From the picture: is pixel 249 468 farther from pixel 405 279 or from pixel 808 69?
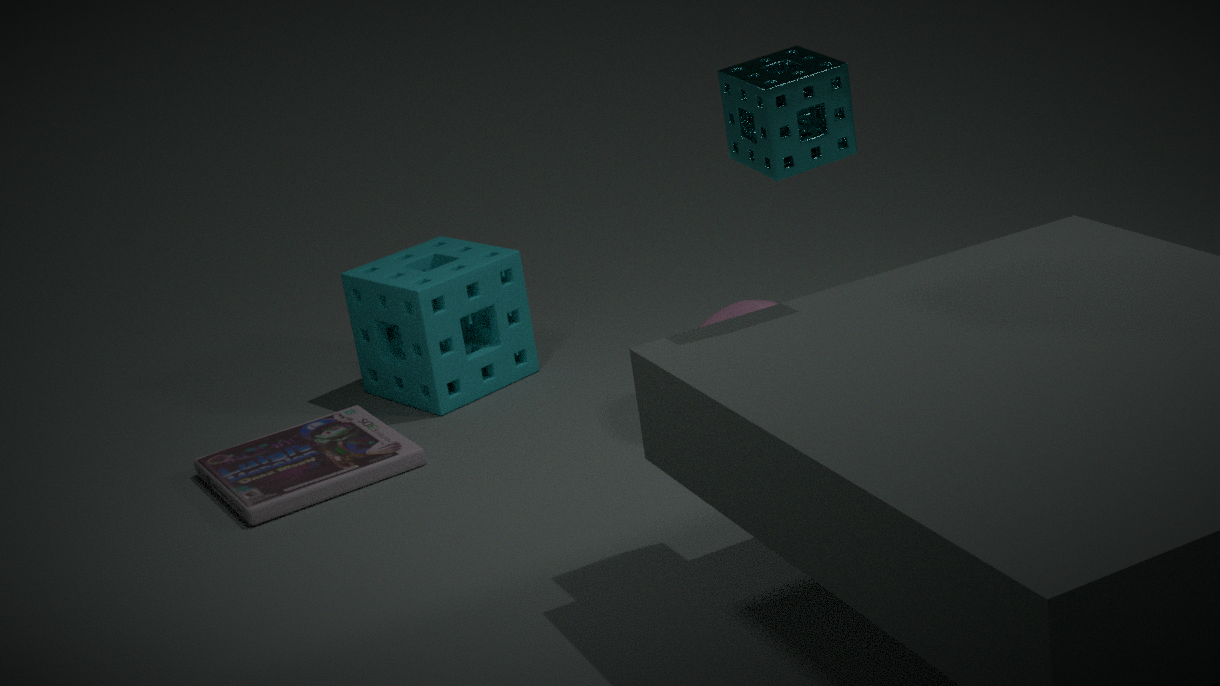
pixel 808 69
